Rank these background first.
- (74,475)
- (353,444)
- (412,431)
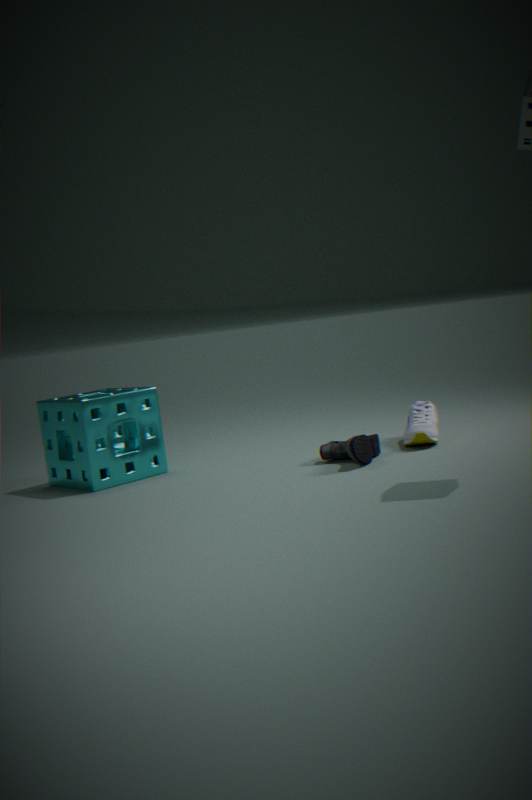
1. (74,475)
2. (412,431)
3. (353,444)
